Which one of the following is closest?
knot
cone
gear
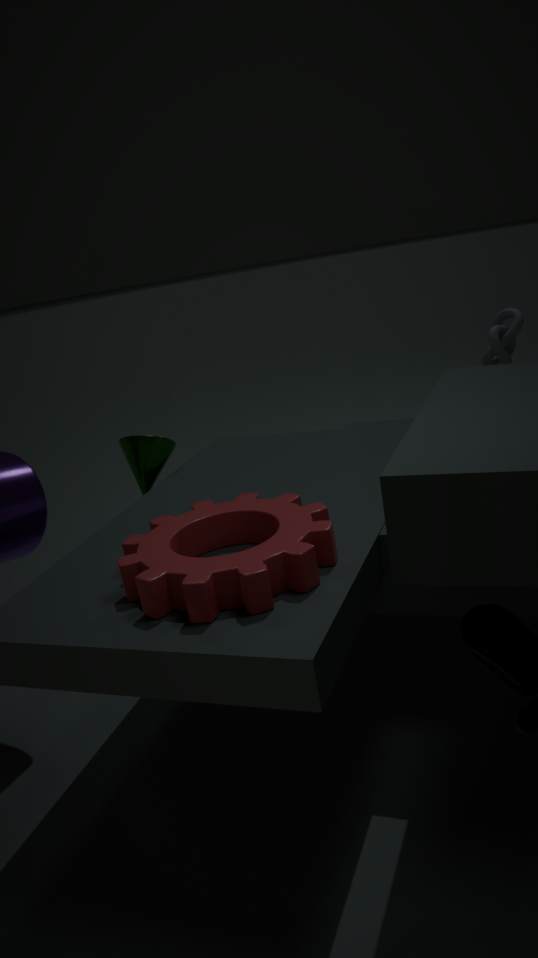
gear
